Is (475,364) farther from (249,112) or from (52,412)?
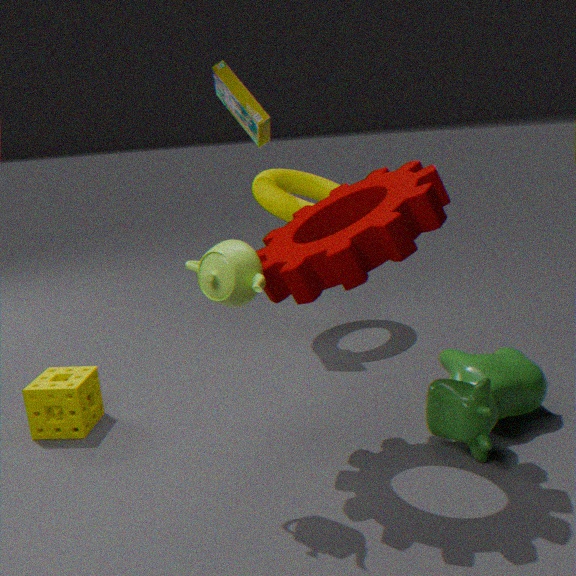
(249,112)
